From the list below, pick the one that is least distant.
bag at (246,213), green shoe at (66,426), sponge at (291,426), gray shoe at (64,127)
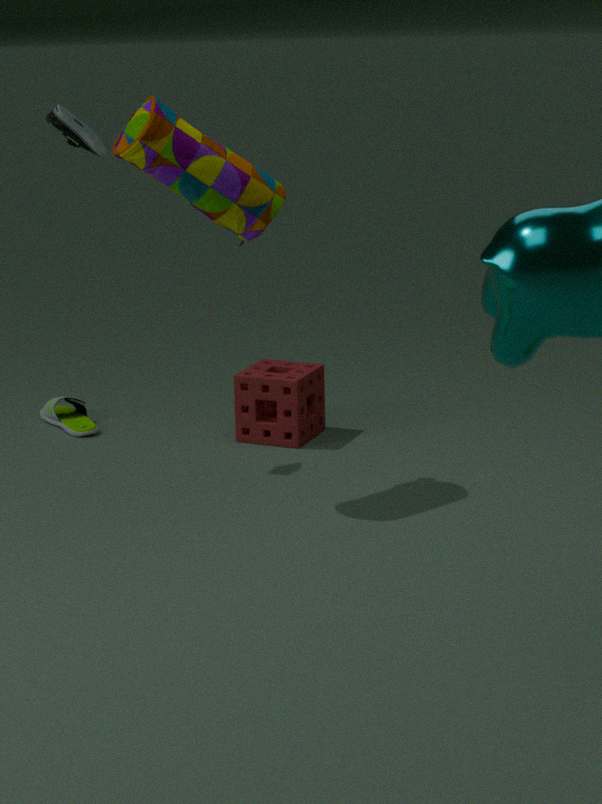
bag at (246,213)
